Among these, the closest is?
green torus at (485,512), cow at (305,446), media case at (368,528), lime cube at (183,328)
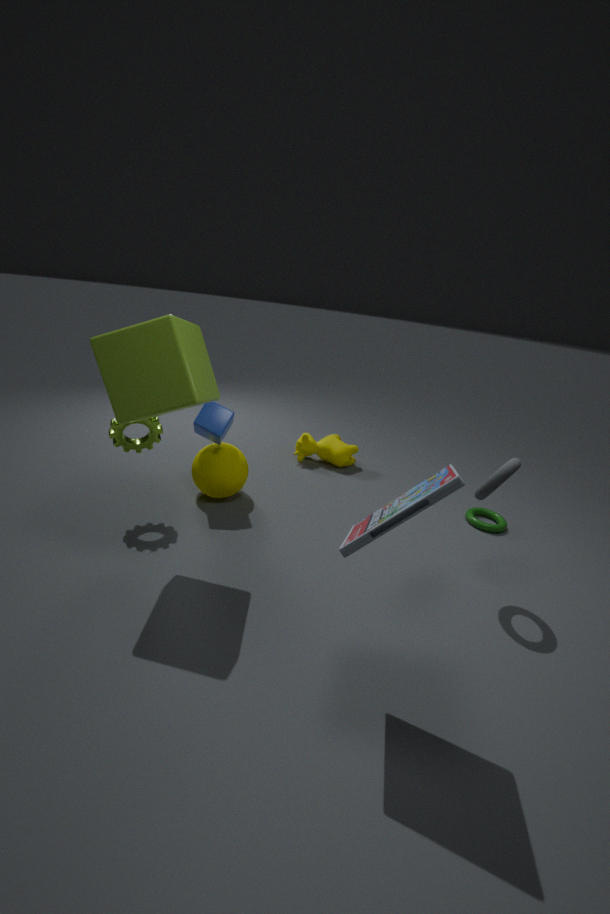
media case at (368,528)
